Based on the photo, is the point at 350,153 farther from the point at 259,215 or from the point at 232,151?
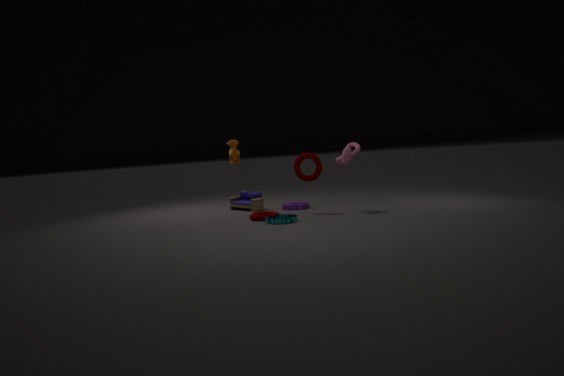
the point at 232,151
